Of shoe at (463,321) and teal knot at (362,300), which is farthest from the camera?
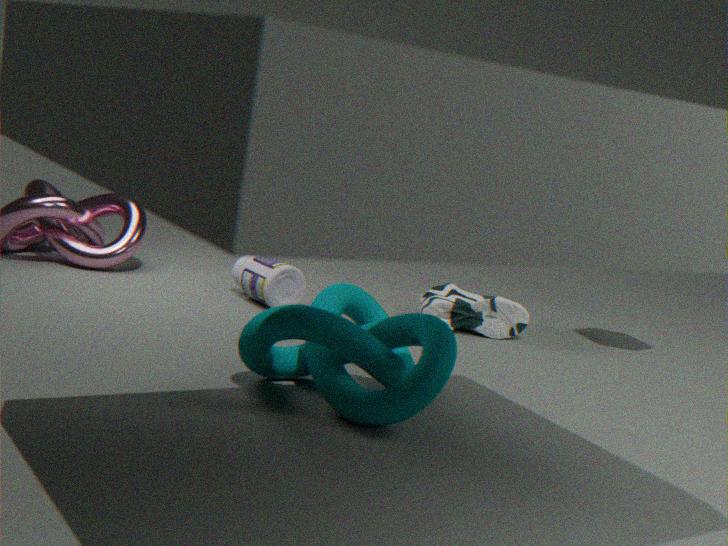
shoe at (463,321)
